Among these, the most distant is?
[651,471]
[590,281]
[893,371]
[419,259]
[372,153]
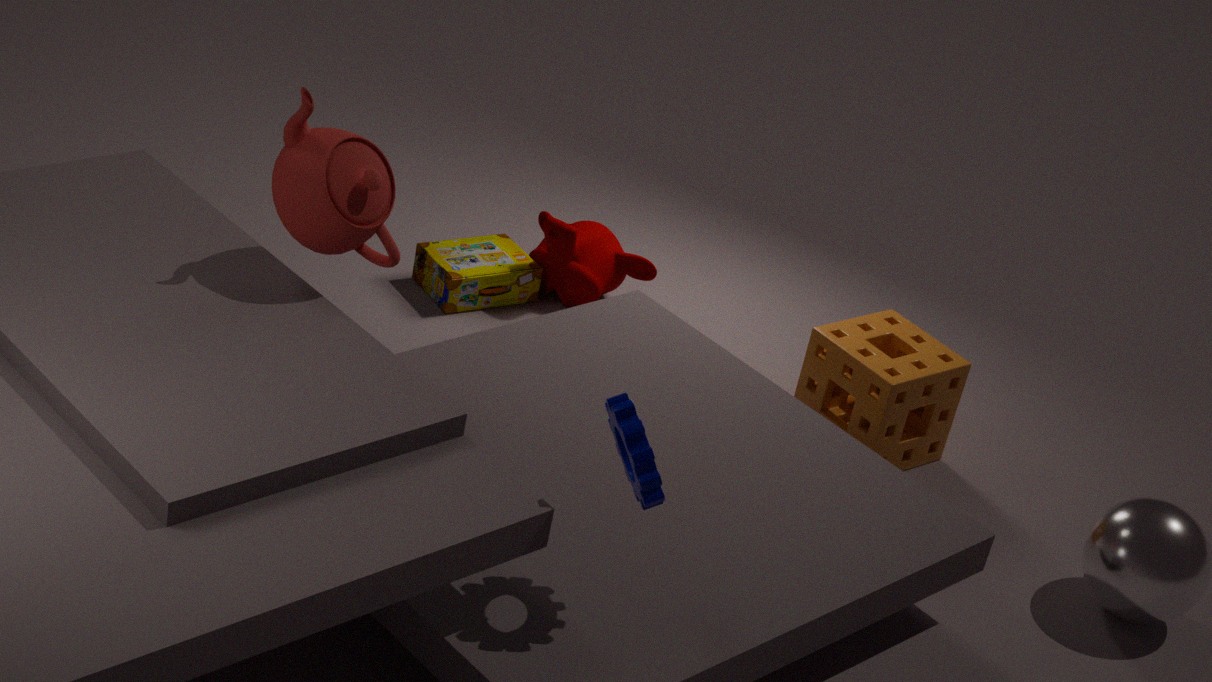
[419,259]
